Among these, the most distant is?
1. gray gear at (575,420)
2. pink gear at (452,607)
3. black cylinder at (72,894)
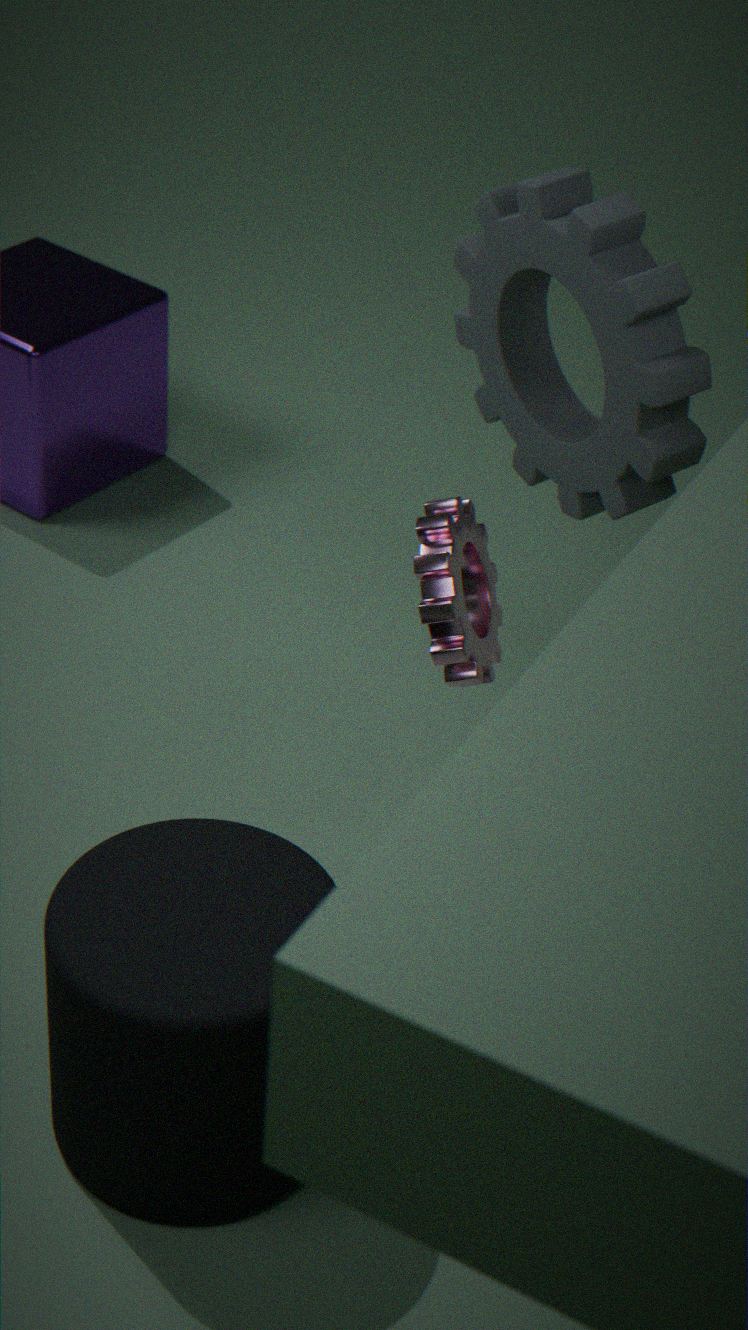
gray gear at (575,420)
